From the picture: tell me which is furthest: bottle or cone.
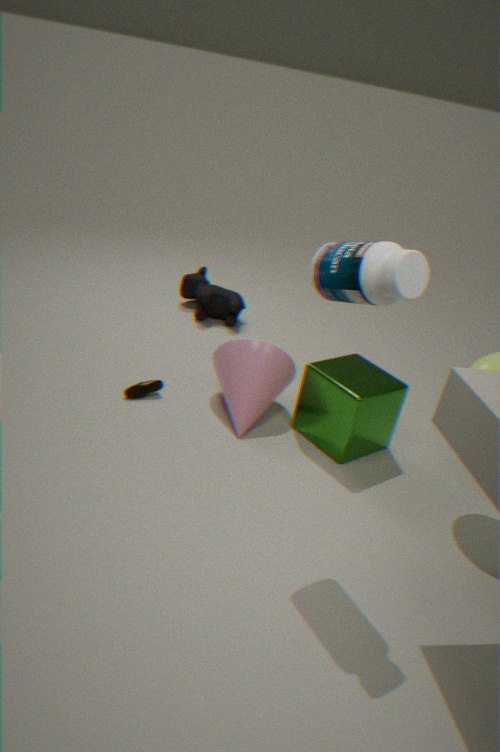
cone
